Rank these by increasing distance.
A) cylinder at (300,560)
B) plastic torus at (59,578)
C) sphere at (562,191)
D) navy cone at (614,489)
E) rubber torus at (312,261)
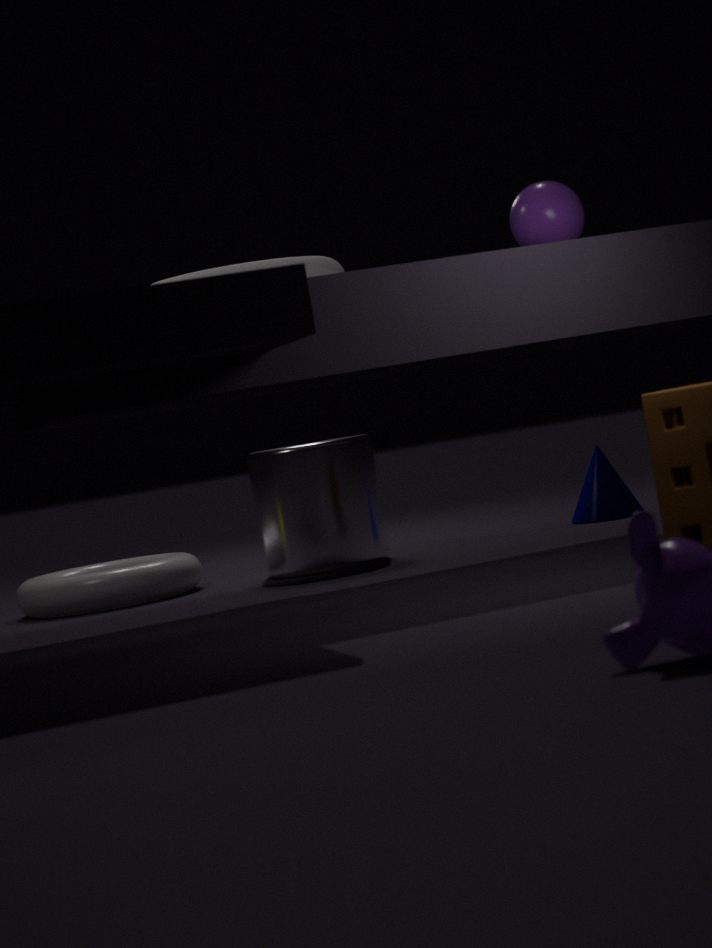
sphere at (562,191) → rubber torus at (312,261) → plastic torus at (59,578) → cylinder at (300,560) → navy cone at (614,489)
